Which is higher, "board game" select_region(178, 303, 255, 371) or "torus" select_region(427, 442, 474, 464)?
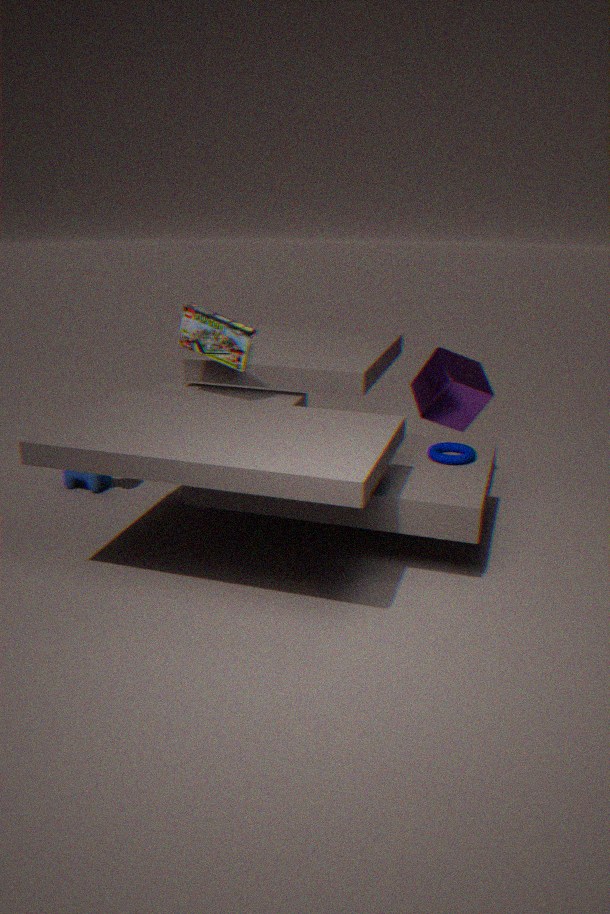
"board game" select_region(178, 303, 255, 371)
